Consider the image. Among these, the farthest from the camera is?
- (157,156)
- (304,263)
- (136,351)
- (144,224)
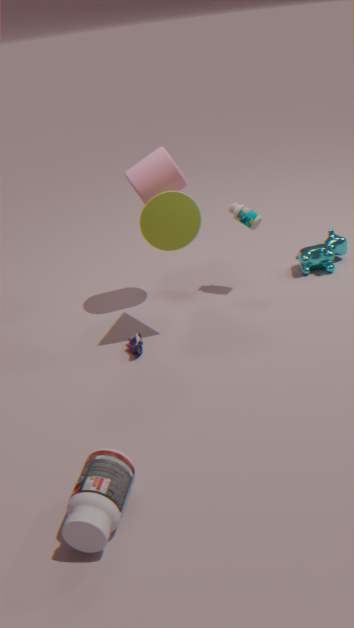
(304,263)
